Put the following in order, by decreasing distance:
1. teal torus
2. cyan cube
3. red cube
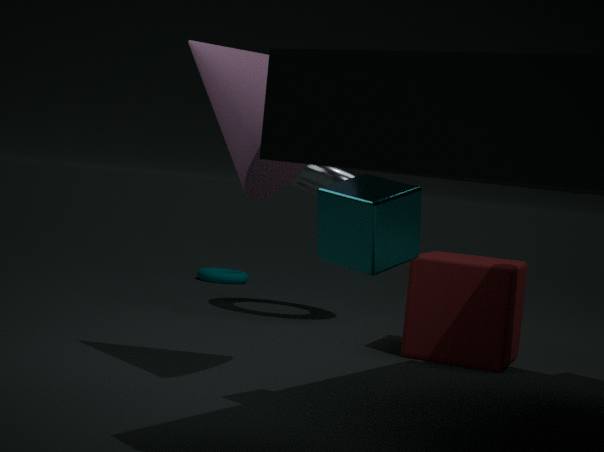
teal torus
red cube
cyan cube
